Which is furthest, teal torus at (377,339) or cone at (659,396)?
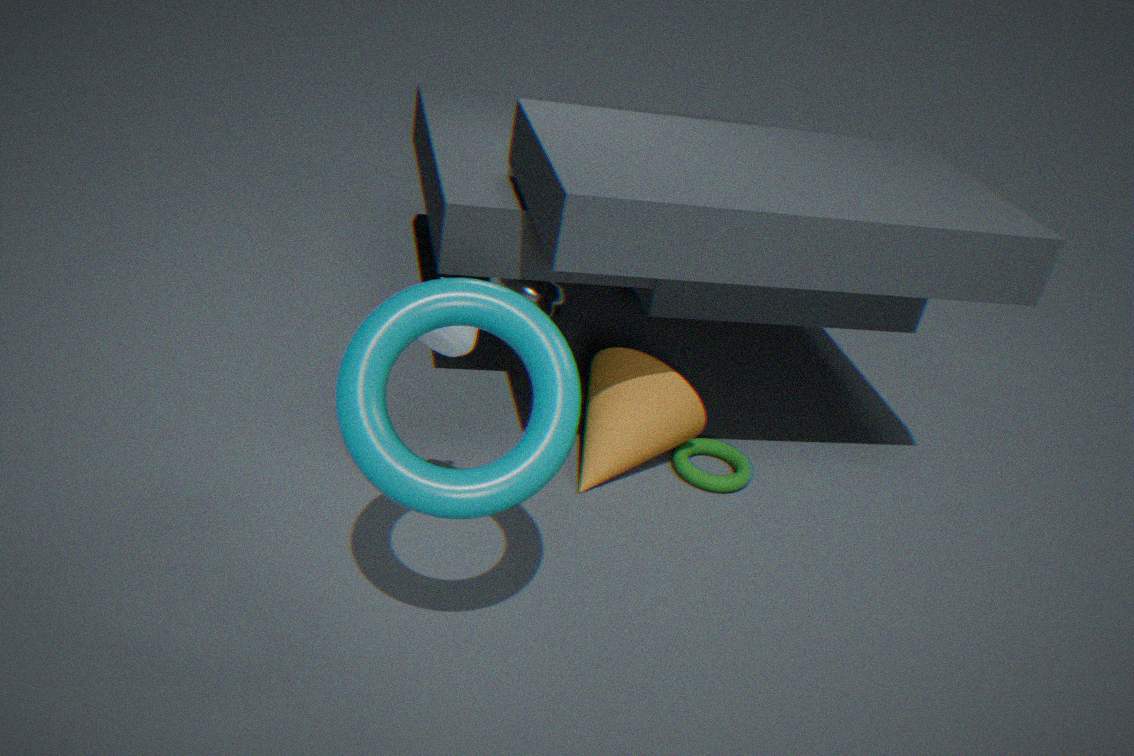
cone at (659,396)
